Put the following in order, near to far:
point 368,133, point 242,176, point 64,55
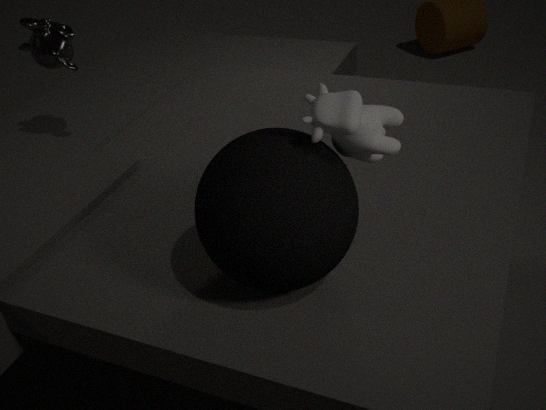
1. point 242,176
2. point 368,133
3. point 64,55
